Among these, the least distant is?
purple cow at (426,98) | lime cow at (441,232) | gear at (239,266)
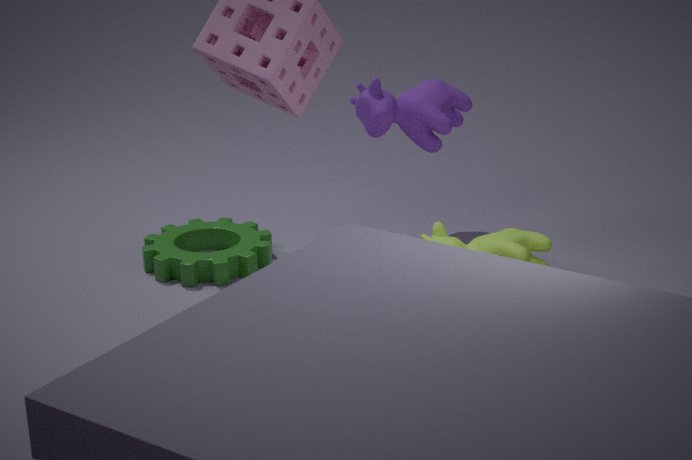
lime cow at (441,232)
